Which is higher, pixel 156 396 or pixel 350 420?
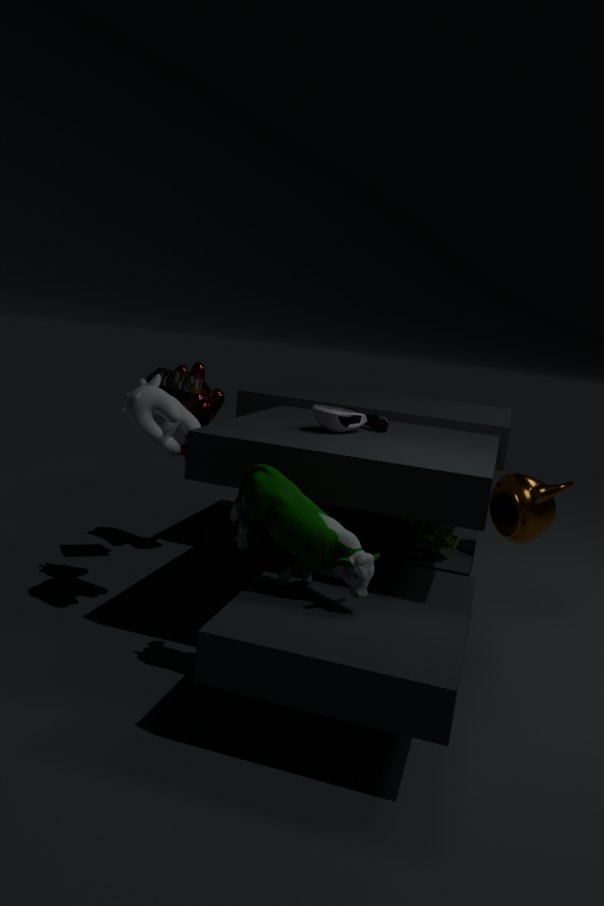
pixel 350 420
